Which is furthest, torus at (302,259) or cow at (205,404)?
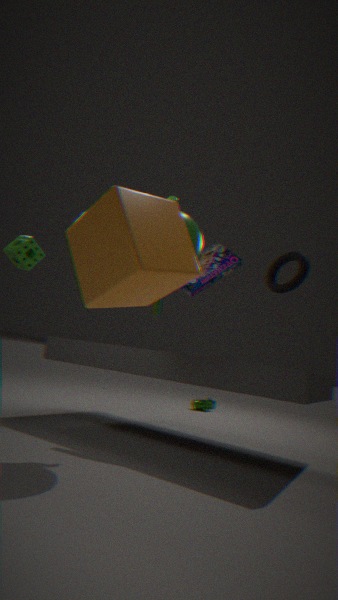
cow at (205,404)
